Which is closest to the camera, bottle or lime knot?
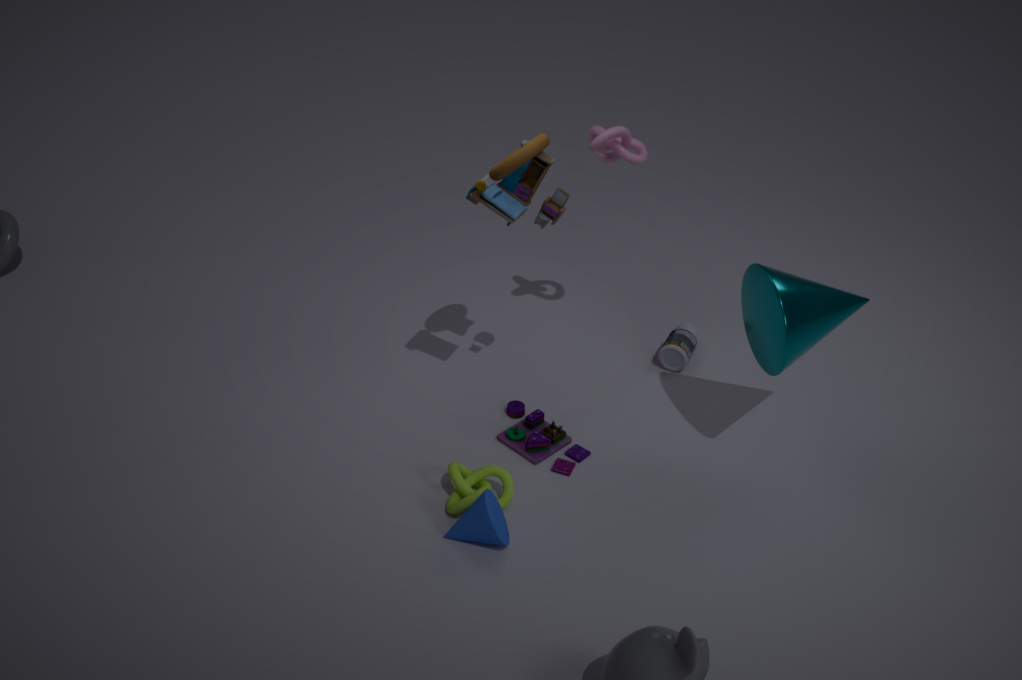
lime knot
